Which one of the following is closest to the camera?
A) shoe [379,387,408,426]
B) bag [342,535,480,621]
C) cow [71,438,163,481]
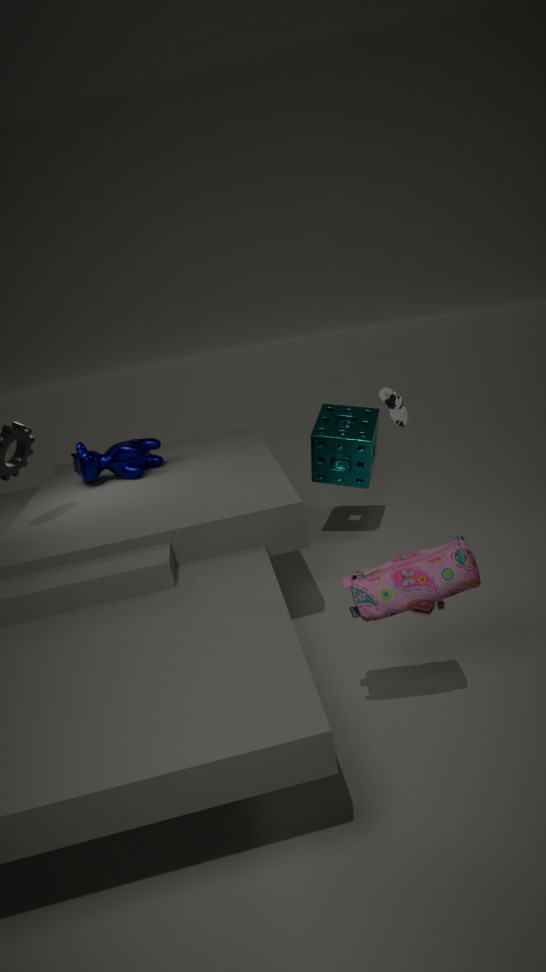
bag [342,535,480,621]
